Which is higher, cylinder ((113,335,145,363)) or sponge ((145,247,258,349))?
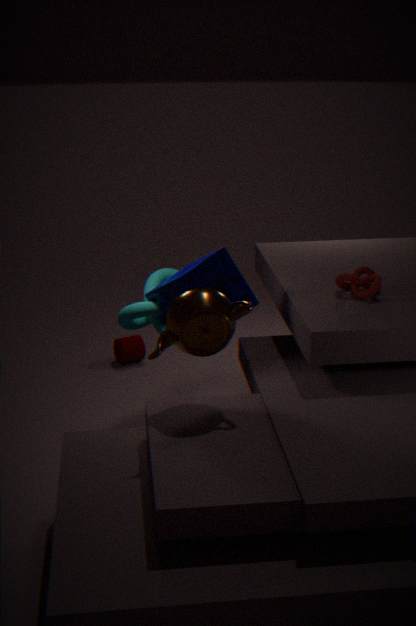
sponge ((145,247,258,349))
